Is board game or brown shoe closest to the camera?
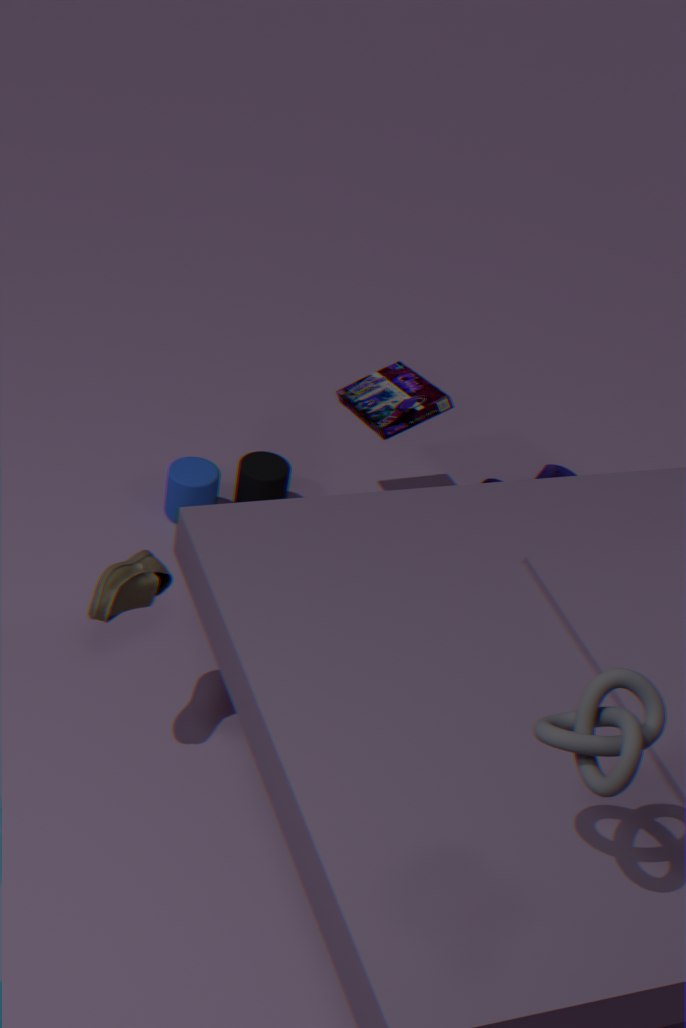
brown shoe
